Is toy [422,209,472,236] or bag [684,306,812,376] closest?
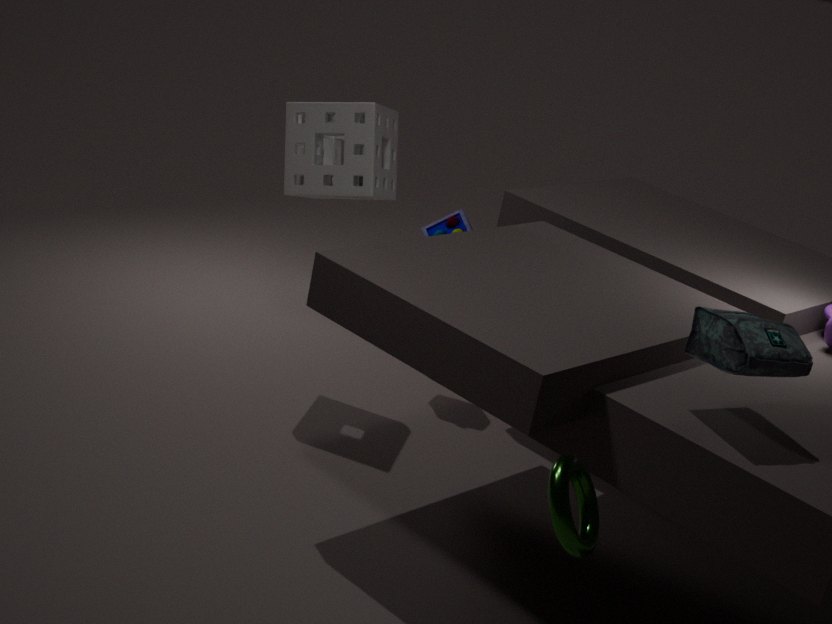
bag [684,306,812,376]
